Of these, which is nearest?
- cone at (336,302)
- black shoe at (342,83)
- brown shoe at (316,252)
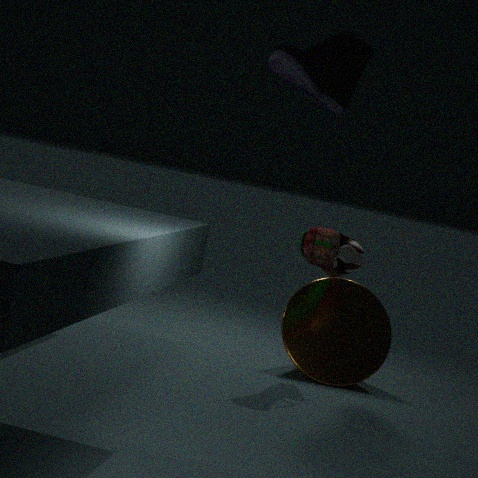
black shoe at (342,83)
